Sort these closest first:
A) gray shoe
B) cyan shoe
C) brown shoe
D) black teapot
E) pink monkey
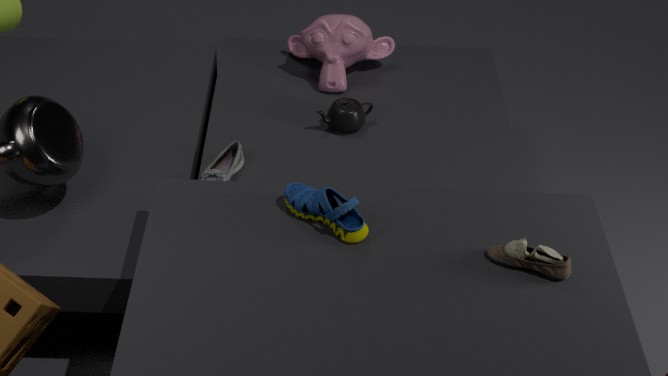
brown shoe → cyan shoe → gray shoe → black teapot → pink monkey
